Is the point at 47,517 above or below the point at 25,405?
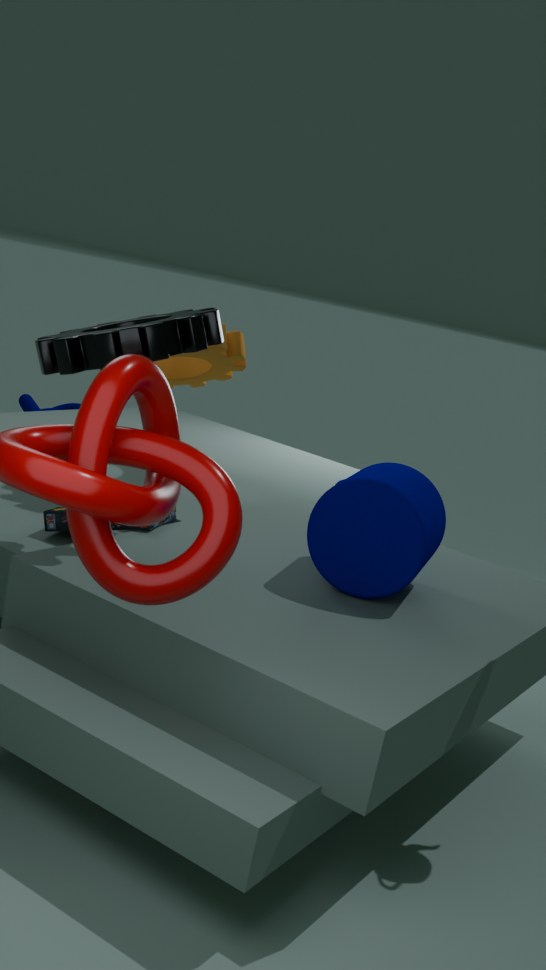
above
